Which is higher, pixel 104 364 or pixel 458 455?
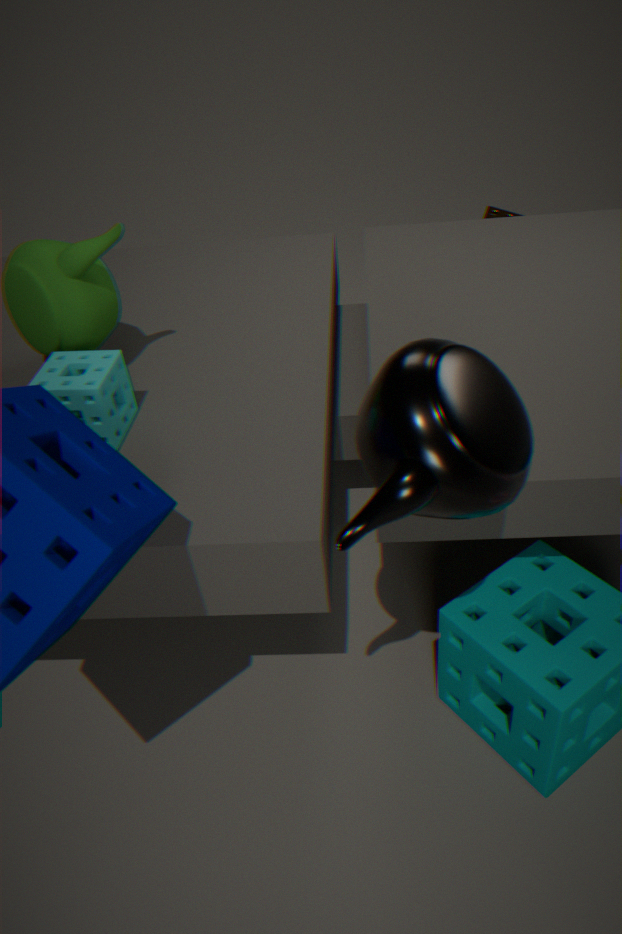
pixel 458 455
